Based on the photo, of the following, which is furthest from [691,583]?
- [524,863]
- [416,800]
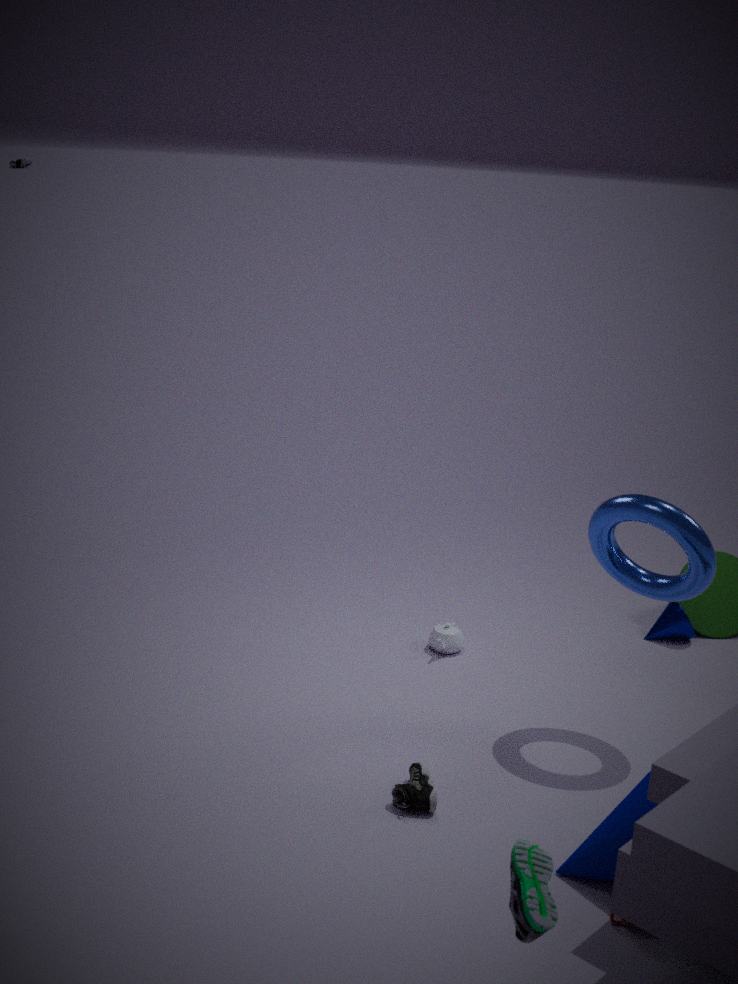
[524,863]
